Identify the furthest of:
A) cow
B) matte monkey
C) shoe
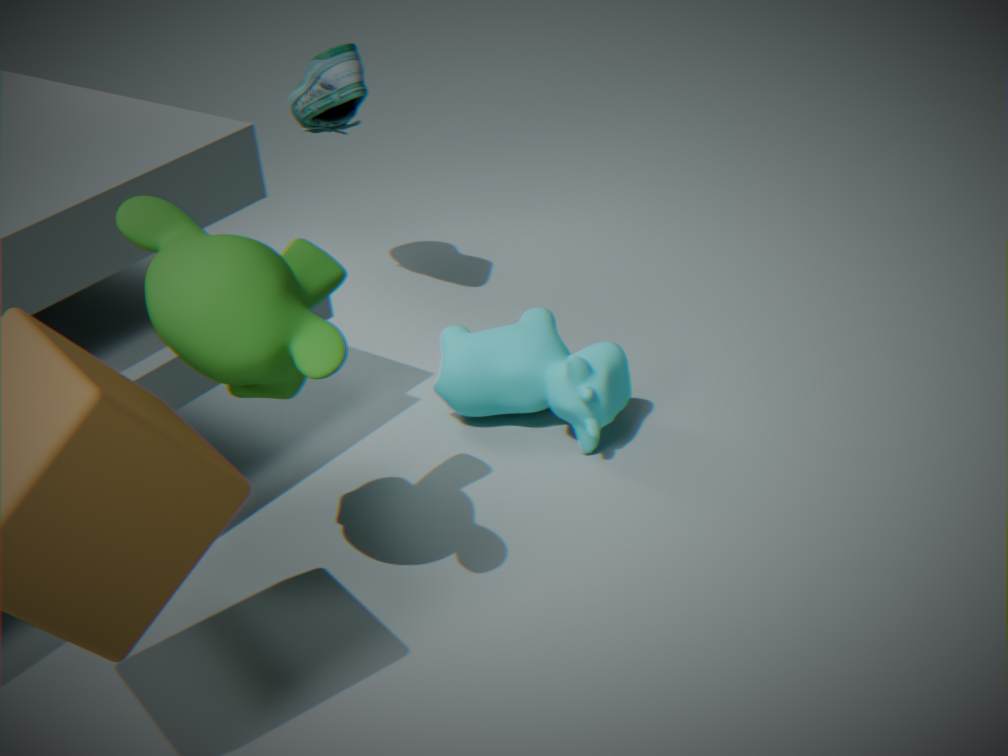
shoe
